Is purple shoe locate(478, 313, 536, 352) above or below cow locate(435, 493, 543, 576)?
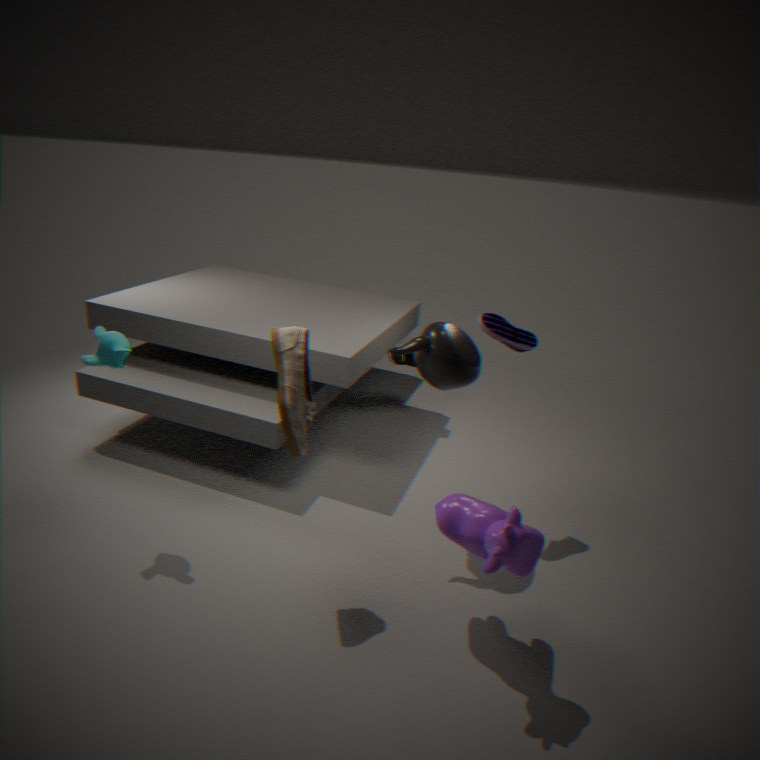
above
